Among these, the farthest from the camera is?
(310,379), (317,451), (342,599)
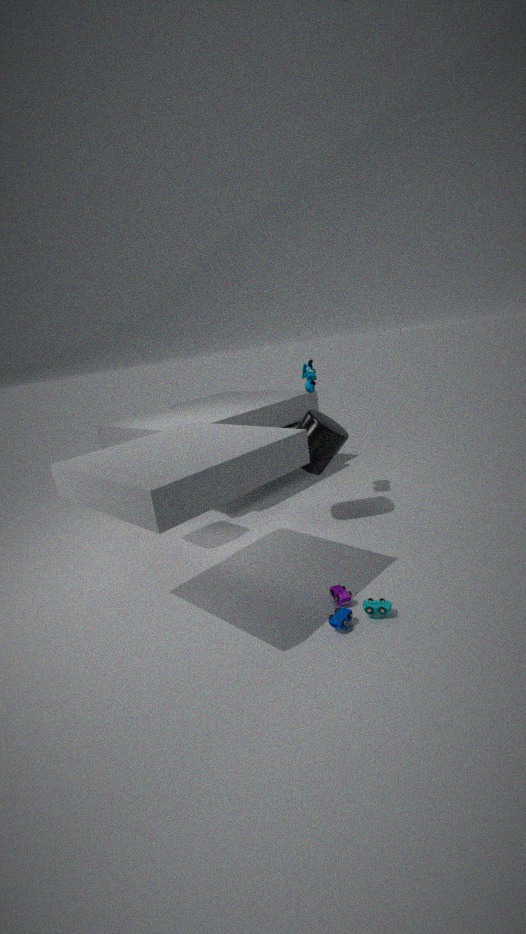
(310,379)
